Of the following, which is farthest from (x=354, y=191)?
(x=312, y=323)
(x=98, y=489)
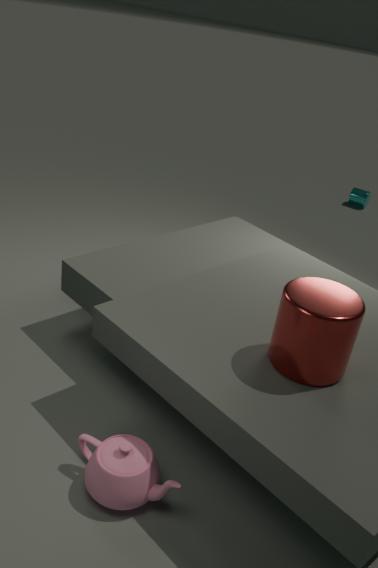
(x=98, y=489)
